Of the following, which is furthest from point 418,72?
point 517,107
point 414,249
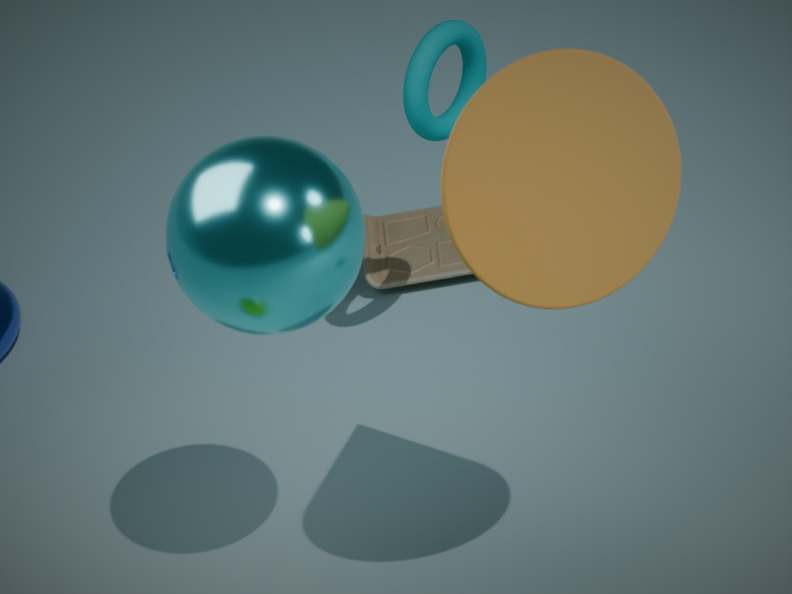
point 517,107
